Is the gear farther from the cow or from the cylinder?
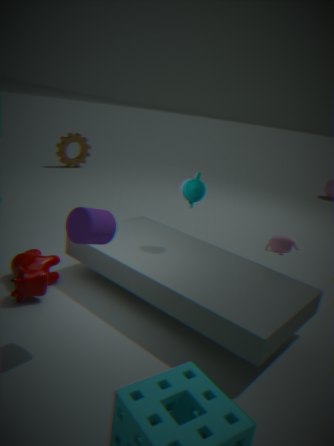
the cylinder
